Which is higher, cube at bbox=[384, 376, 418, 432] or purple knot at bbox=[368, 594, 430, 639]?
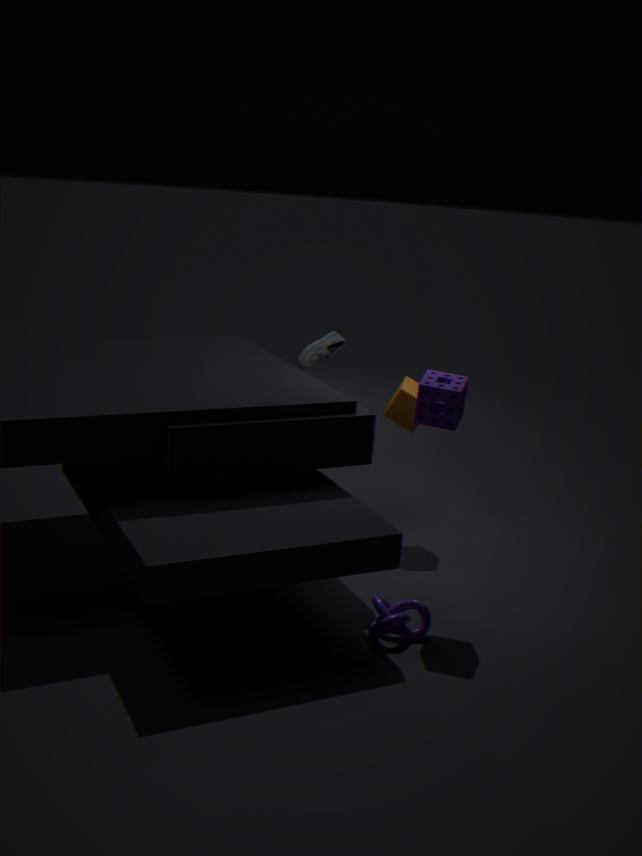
cube at bbox=[384, 376, 418, 432]
